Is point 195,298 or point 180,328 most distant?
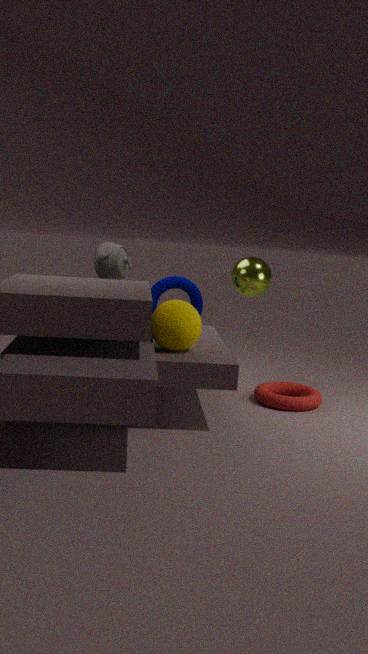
point 195,298
